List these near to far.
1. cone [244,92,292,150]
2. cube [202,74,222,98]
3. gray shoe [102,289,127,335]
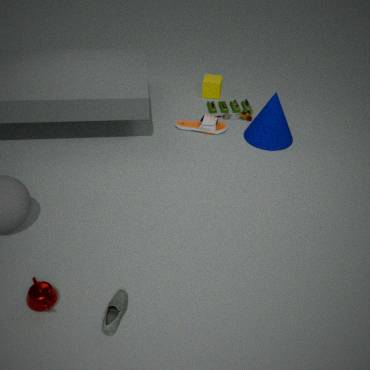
1. gray shoe [102,289,127,335]
2. cone [244,92,292,150]
3. cube [202,74,222,98]
